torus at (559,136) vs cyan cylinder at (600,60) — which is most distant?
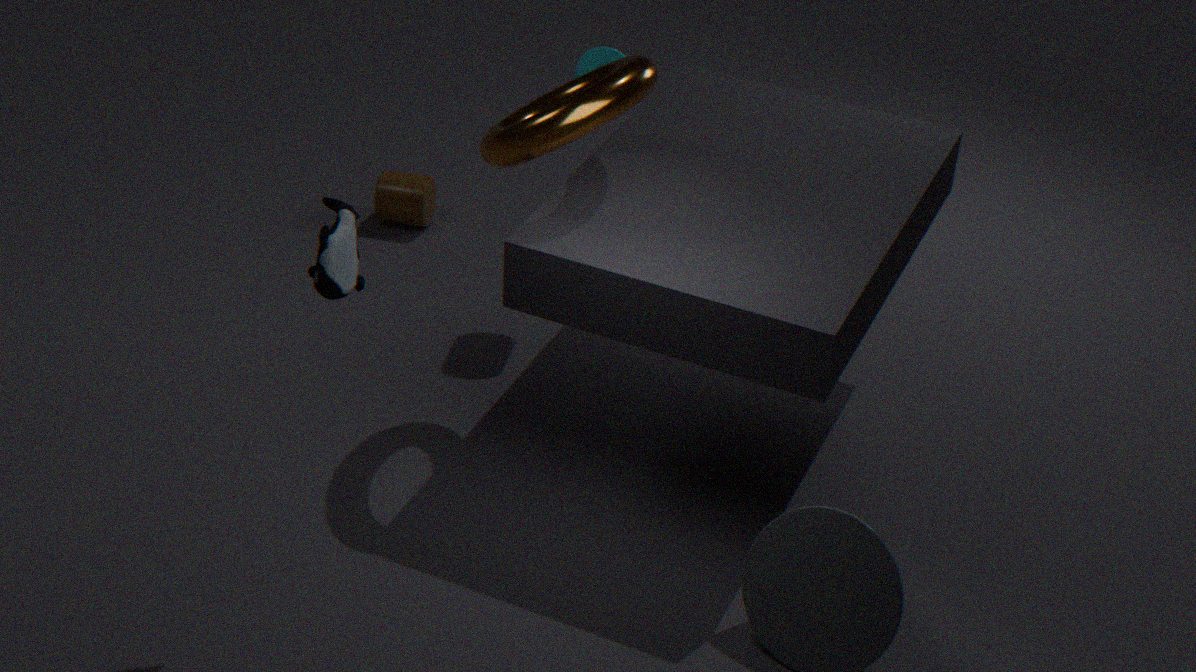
cyan cylinder at (600,60)
